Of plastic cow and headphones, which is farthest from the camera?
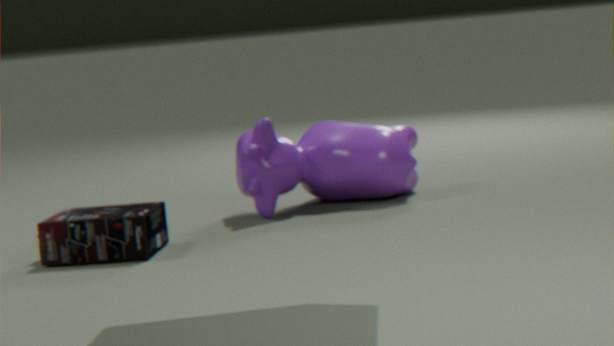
plastic cow
